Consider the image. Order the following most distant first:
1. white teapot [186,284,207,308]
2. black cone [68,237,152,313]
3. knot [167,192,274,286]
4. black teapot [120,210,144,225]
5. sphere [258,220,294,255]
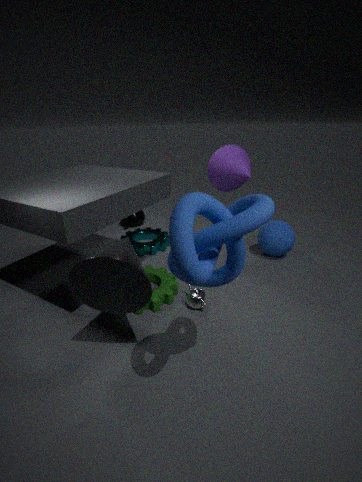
black teapot [120,210,144,225] < sphere [258,220,294,255] < white teapot [186,284,207,308] < black cone [68,237,152,313] < knot [167,192,274,286]
